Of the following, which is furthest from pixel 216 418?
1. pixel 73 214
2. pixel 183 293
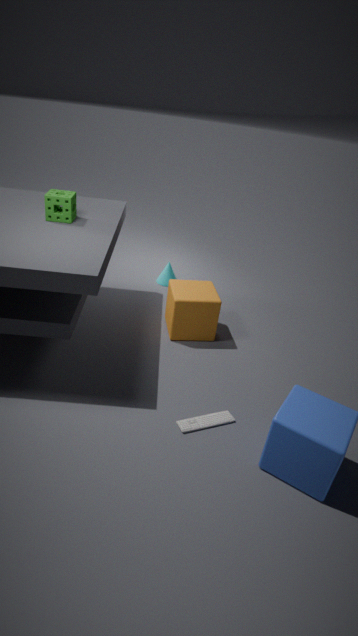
pixel 73 214
